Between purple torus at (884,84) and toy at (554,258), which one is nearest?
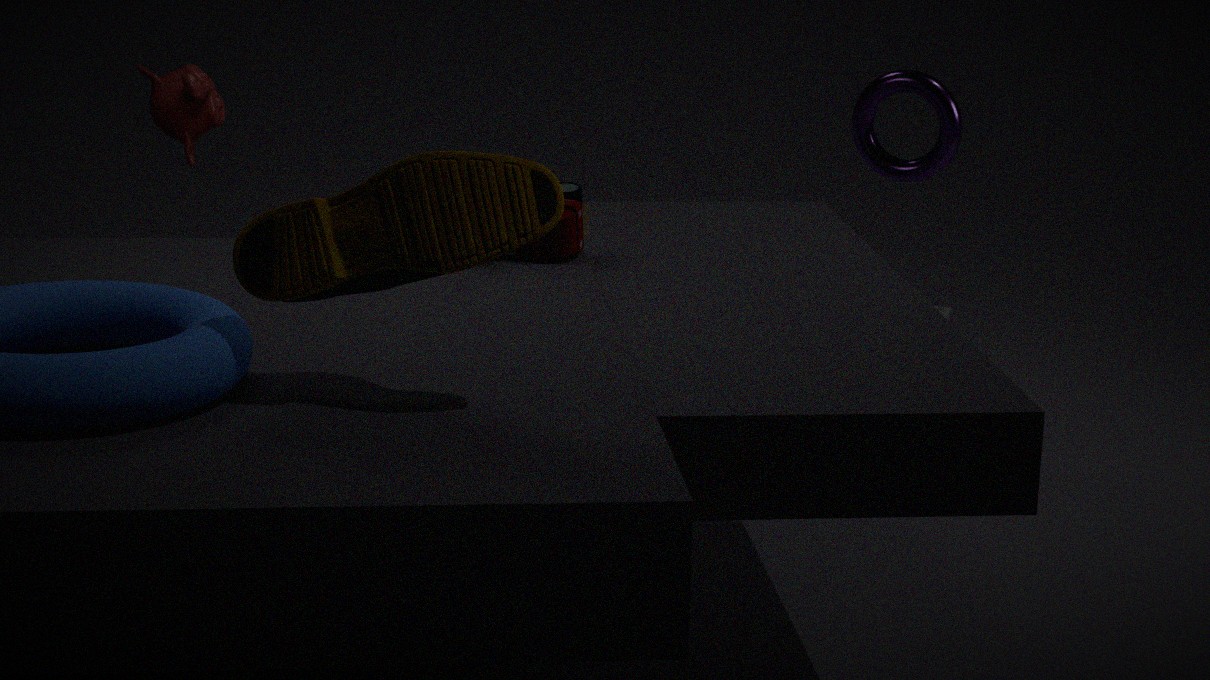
toy at (554,258)
